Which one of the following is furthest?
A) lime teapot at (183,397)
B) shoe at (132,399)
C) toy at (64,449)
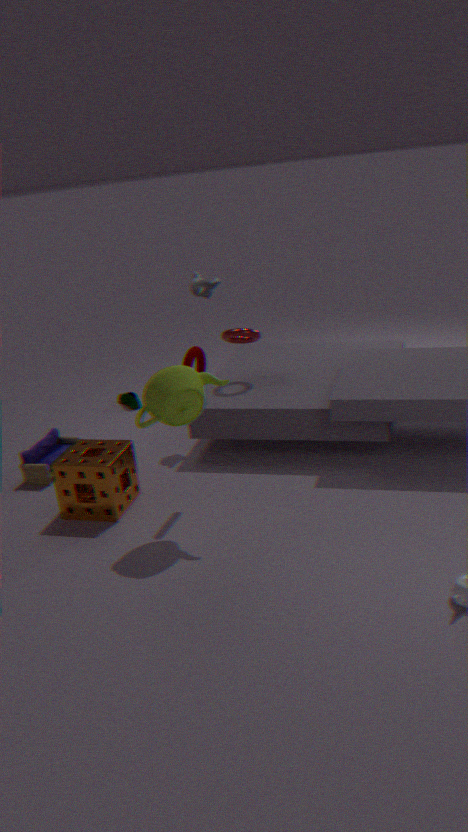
shoe at (132,399)
